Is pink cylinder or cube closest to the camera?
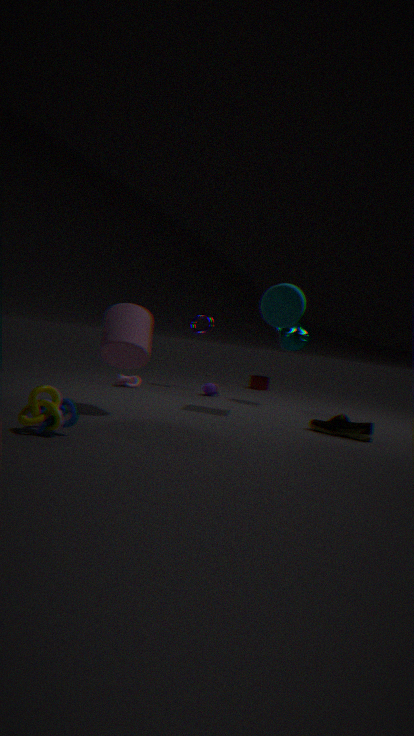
pink cylinder
